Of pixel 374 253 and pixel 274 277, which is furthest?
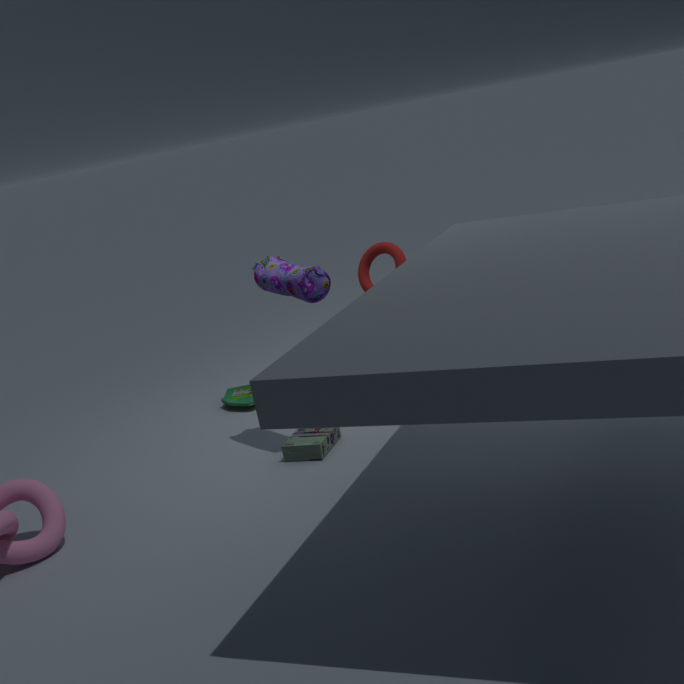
pixel 374 253
